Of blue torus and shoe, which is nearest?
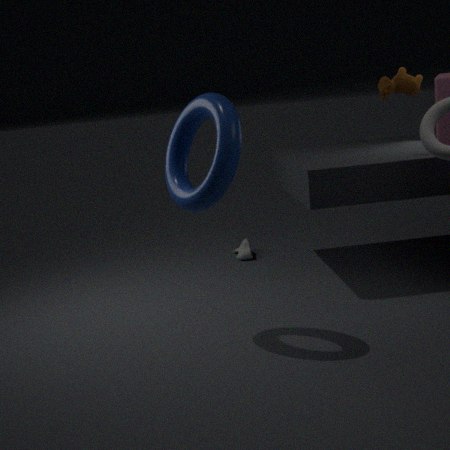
blue torus
